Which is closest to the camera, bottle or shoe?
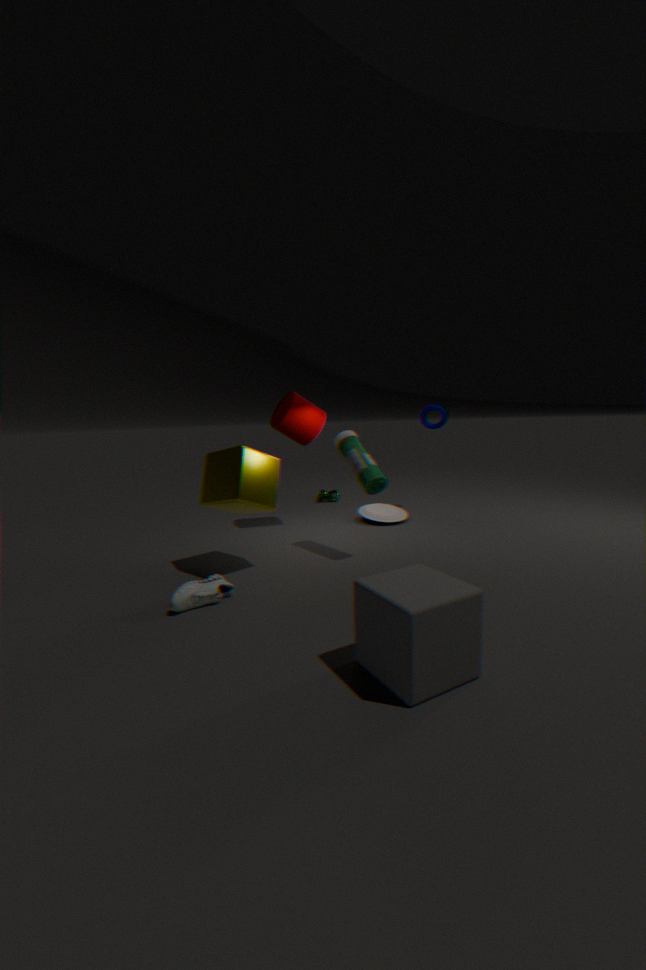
shoe
